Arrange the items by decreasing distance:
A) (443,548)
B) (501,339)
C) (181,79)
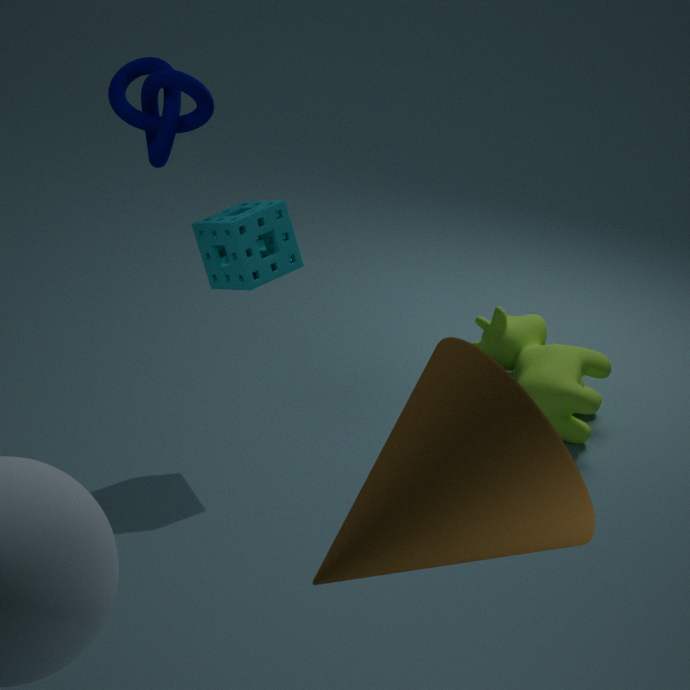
(501,339)
(181,79)
(443,548)
